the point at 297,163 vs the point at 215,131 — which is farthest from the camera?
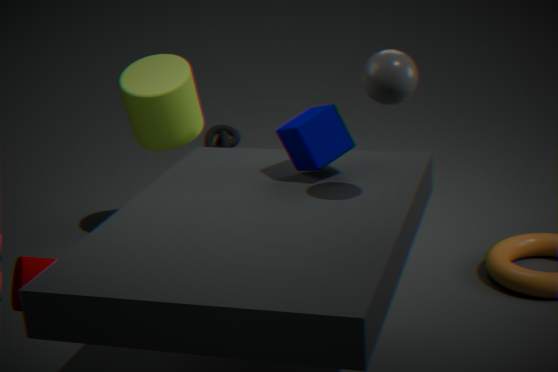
the point at 215,131
